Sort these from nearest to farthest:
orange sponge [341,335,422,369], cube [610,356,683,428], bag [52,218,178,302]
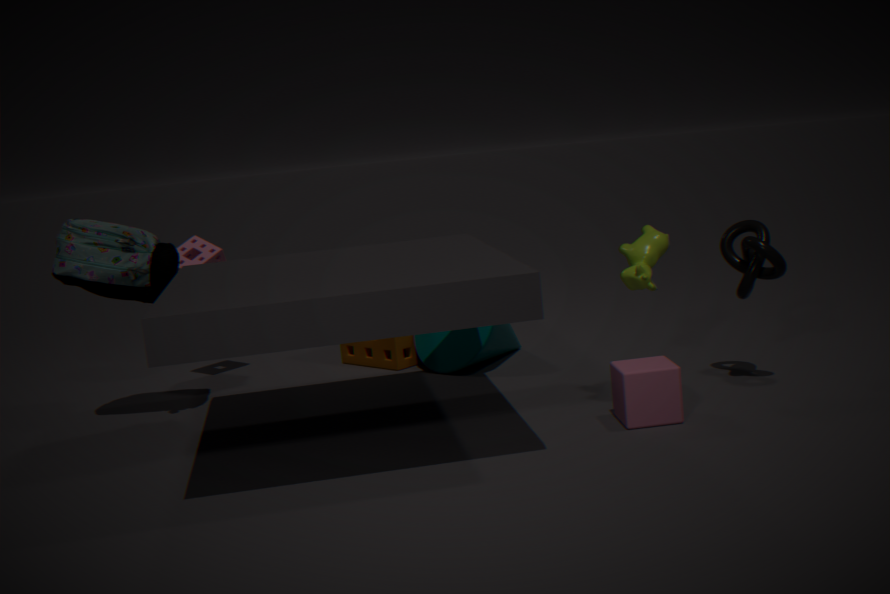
cube [610,356,683,428] < bag [52,218,178,302] < orange sponge [341,335,422,369]
